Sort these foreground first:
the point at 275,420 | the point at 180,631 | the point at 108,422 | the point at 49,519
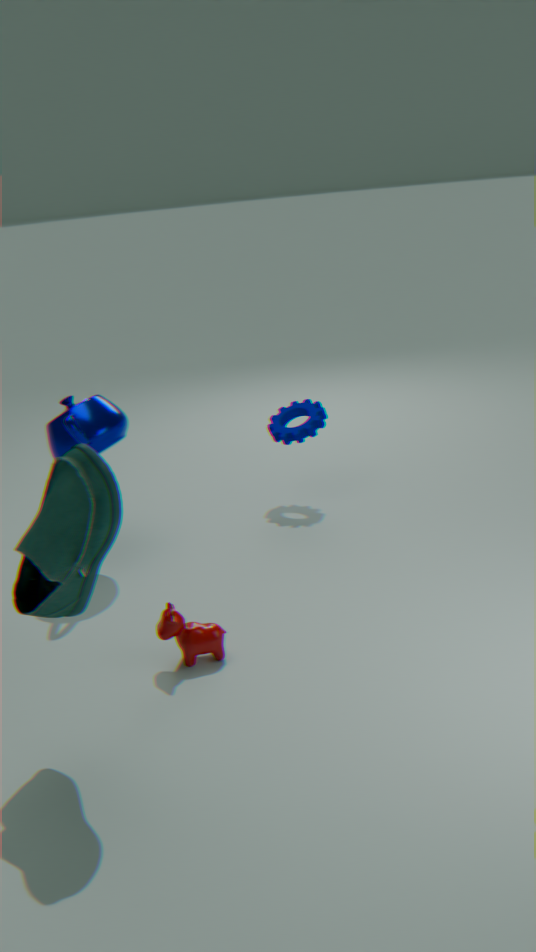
the point at 49,519 < the point at 180,631 < the point at 108,422 < the point at 275,420
